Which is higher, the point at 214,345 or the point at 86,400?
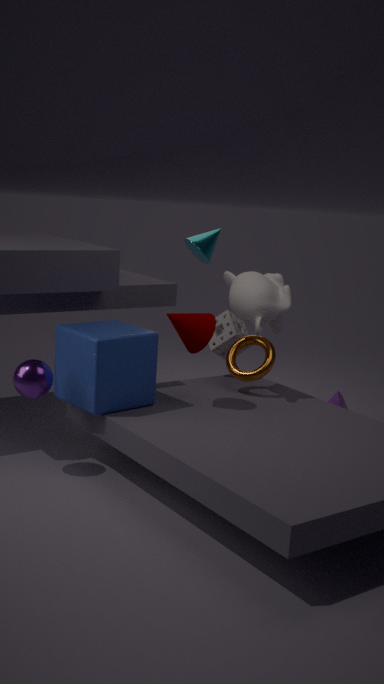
the point at 214,345
